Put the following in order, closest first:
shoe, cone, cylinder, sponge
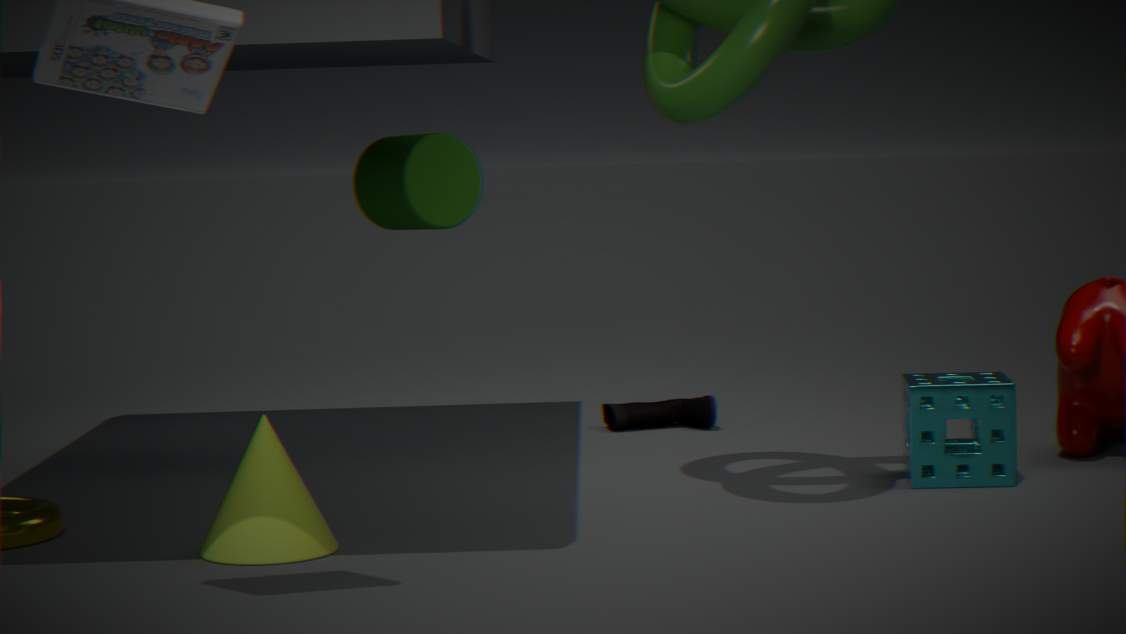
cone → sponge → cylinder → shoe
